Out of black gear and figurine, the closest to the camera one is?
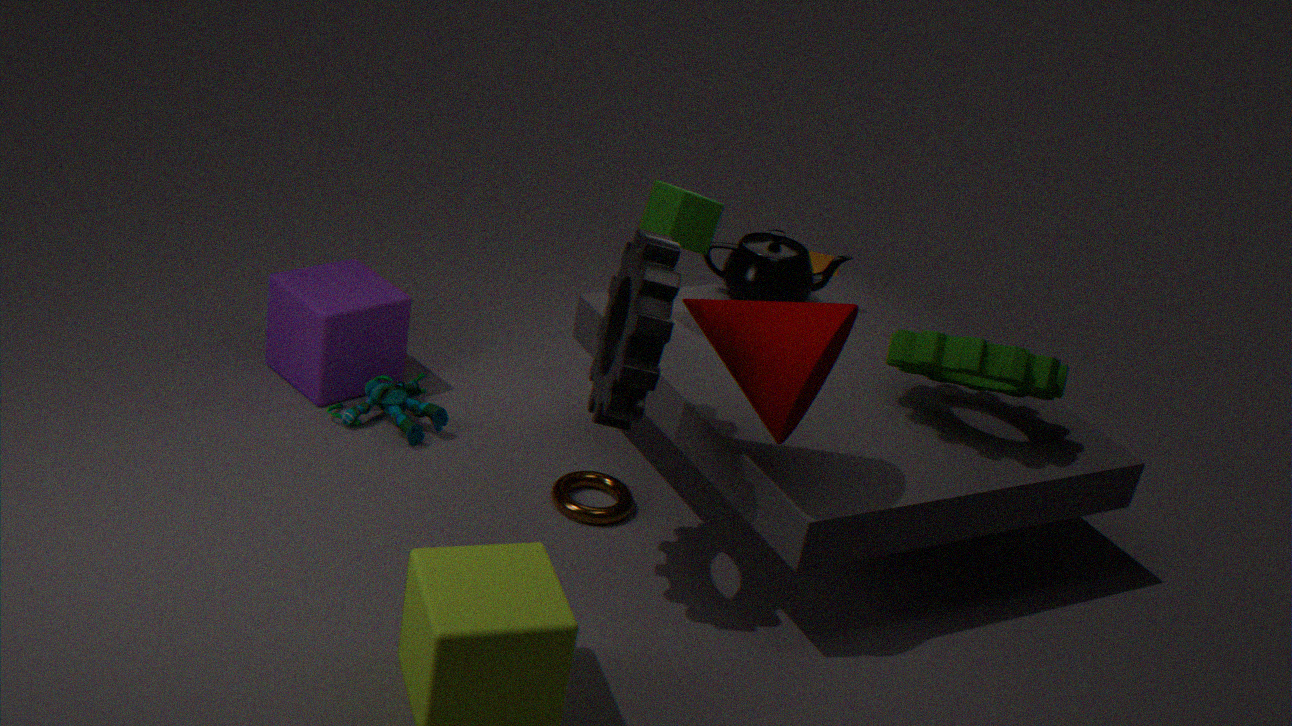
black gear
